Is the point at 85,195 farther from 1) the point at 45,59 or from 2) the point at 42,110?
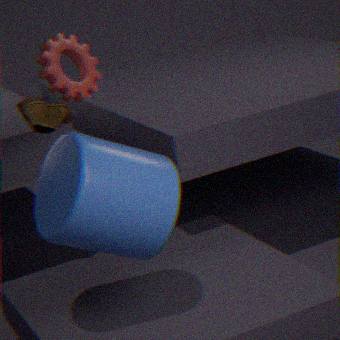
1) the point at 45,59
